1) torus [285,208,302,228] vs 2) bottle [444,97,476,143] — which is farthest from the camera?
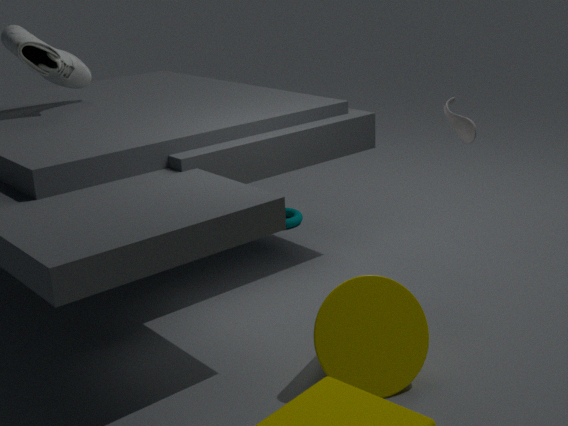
1. torus [285,208,302,228]
